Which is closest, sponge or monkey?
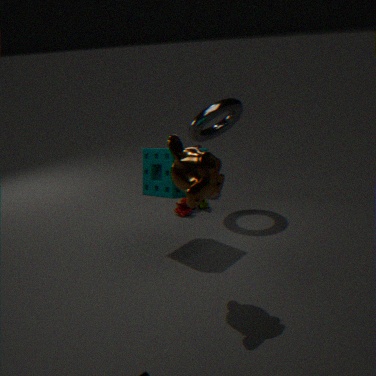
monkey
